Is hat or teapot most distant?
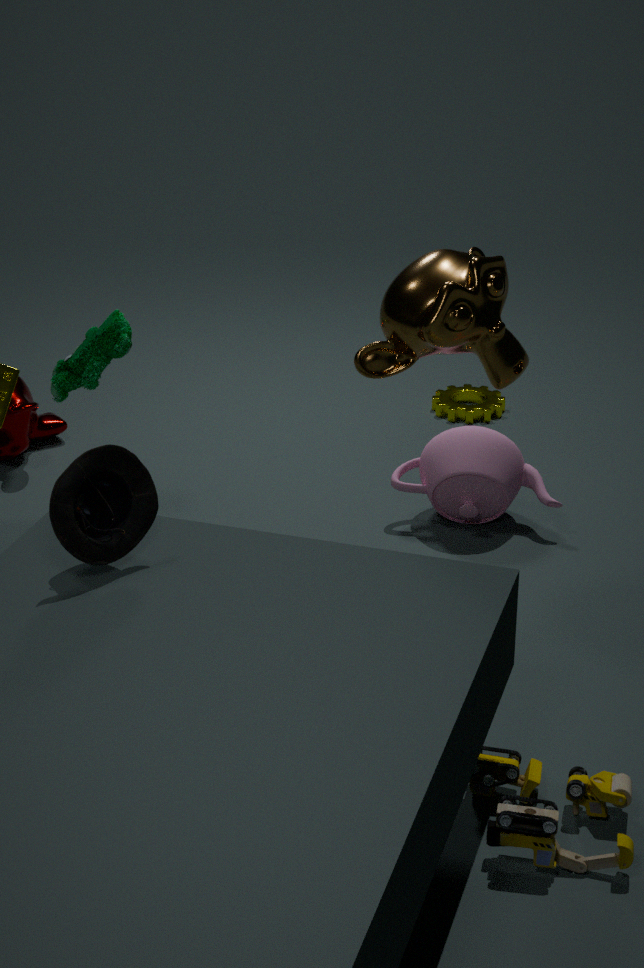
teapot
